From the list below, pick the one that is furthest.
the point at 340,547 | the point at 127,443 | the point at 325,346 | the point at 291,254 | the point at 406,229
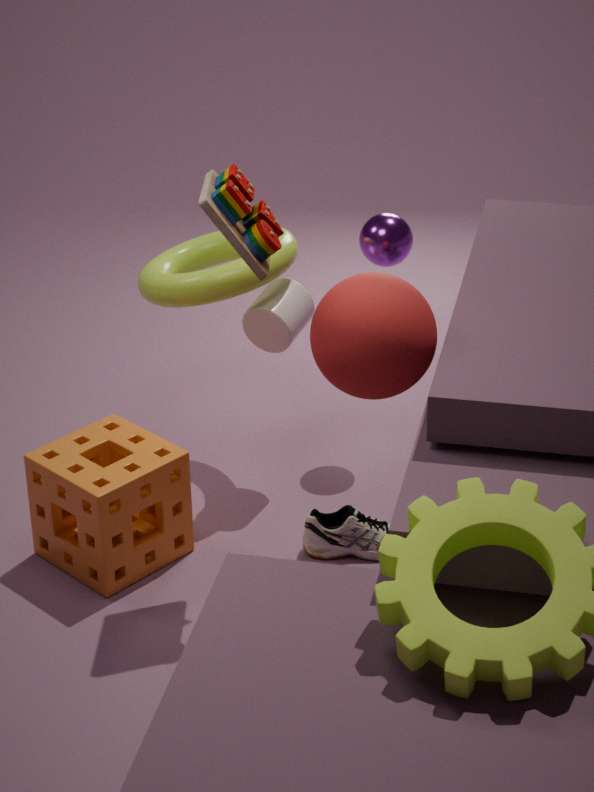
the point at 406,229
